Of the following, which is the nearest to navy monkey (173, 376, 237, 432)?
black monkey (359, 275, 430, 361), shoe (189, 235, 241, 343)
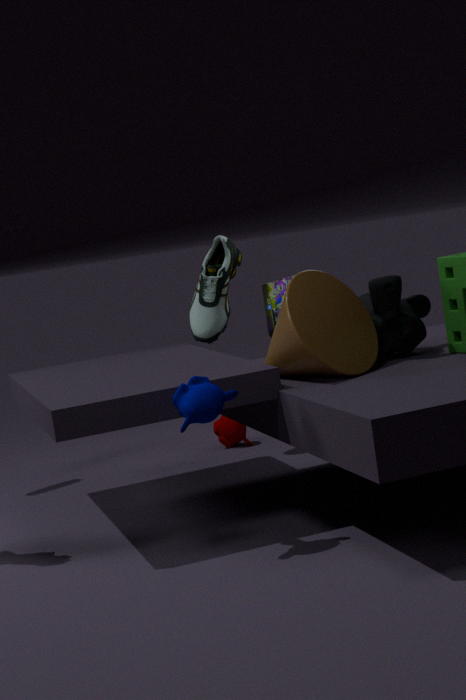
black monkey (359, 275, 430, 361)
